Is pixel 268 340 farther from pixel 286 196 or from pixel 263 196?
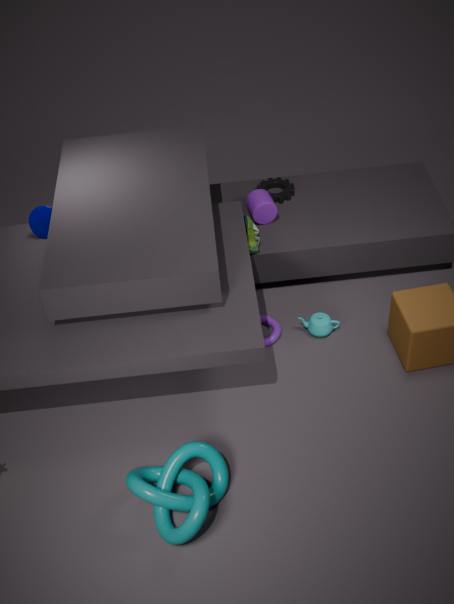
pixel 286 196
